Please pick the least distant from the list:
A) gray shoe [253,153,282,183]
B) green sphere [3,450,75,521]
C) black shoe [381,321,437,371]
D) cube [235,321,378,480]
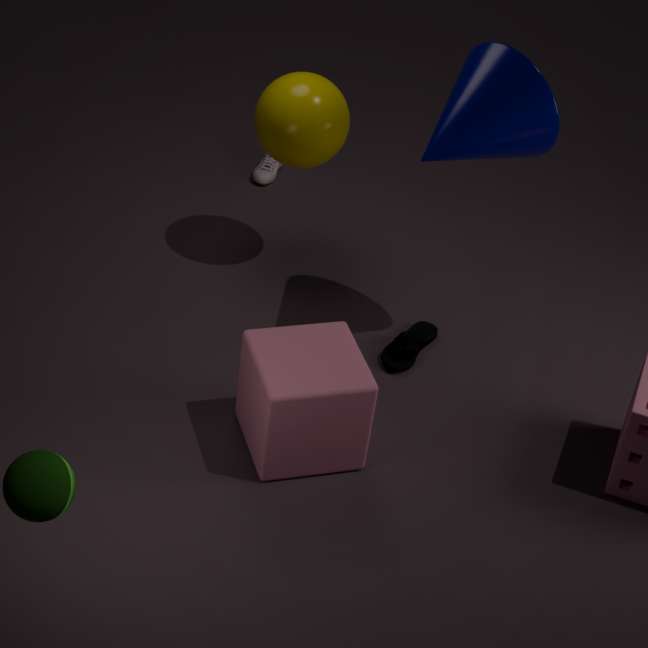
green sphere [3,450,75,521]
